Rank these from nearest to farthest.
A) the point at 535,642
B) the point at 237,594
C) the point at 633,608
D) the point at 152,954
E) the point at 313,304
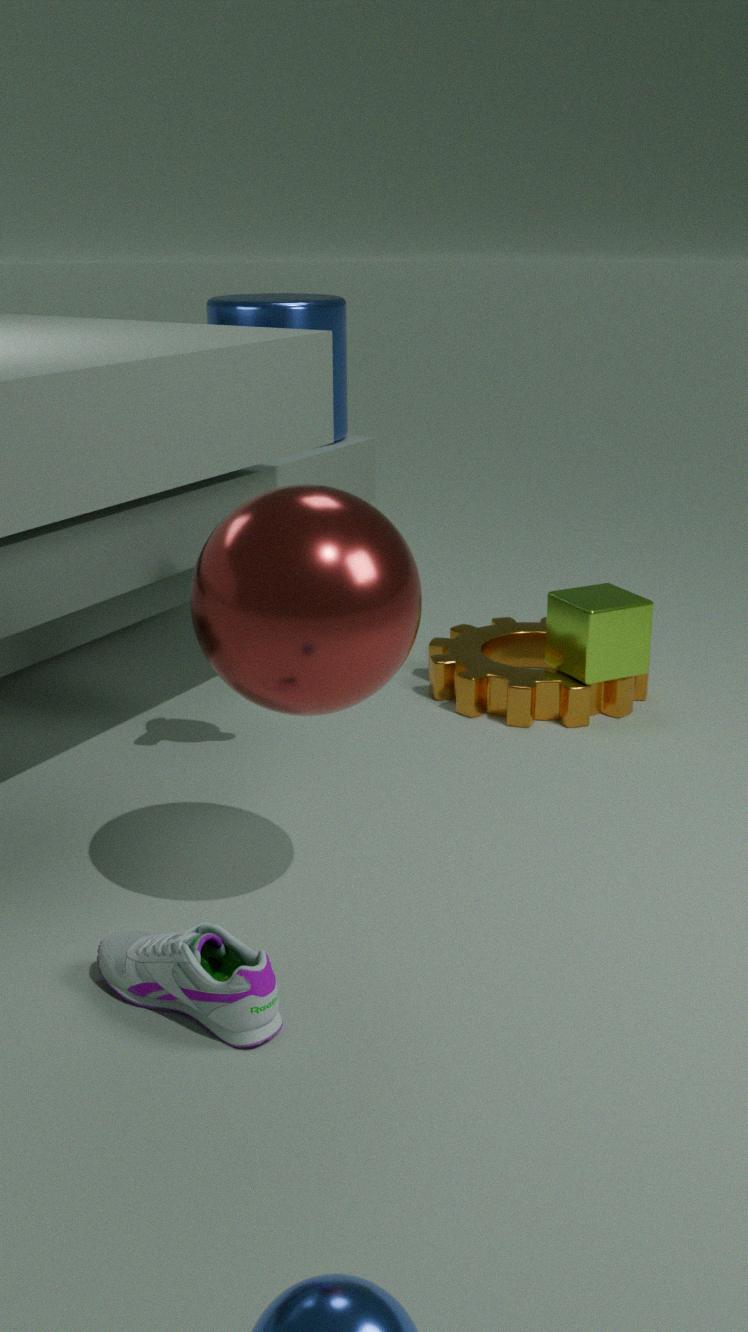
the point at 237,594 → the point at 152,954 → the point at 633,608 → the point at 313,304 → the point at 535,642
